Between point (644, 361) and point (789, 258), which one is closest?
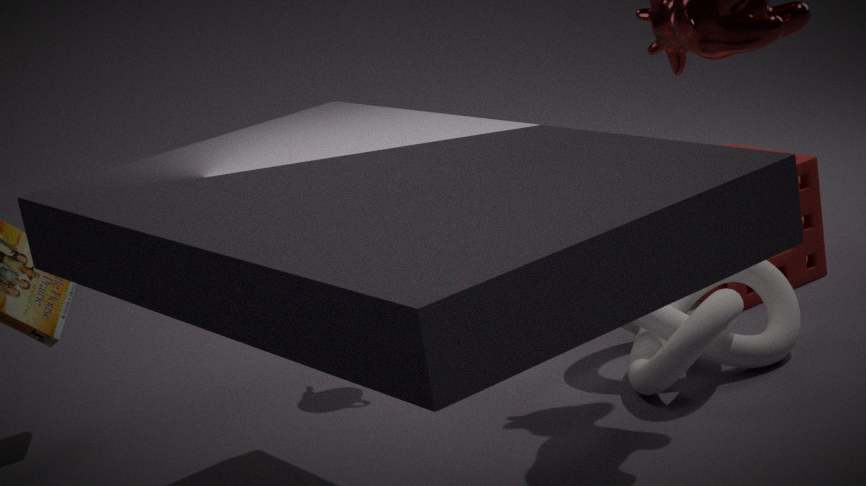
point (644, 361)
